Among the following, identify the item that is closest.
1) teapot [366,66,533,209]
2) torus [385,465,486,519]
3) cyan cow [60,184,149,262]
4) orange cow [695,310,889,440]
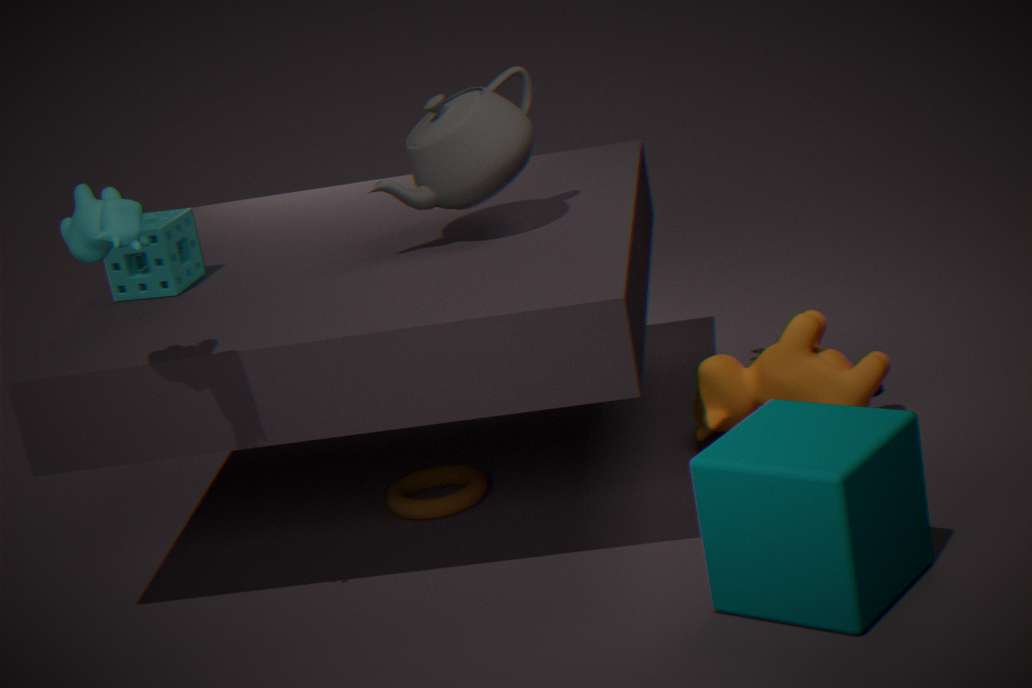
3. cyan cow [60,184,149,262]
